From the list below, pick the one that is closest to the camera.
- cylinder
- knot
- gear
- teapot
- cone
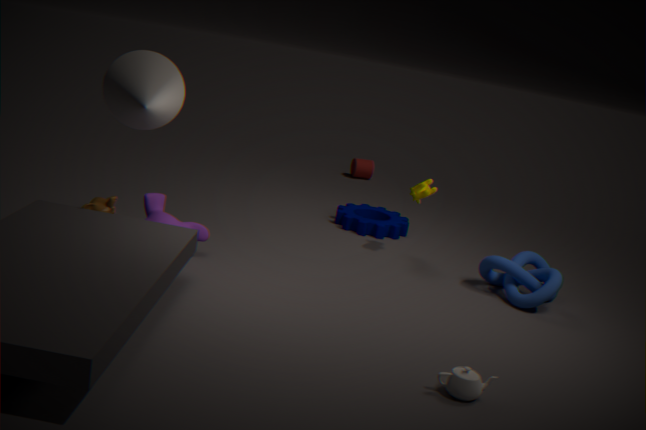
teapot
